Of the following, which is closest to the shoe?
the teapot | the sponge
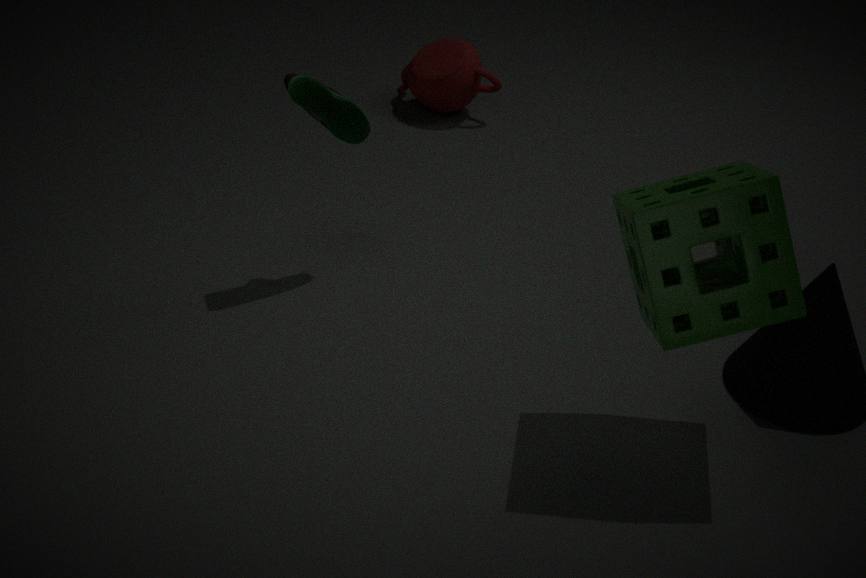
the sponge
